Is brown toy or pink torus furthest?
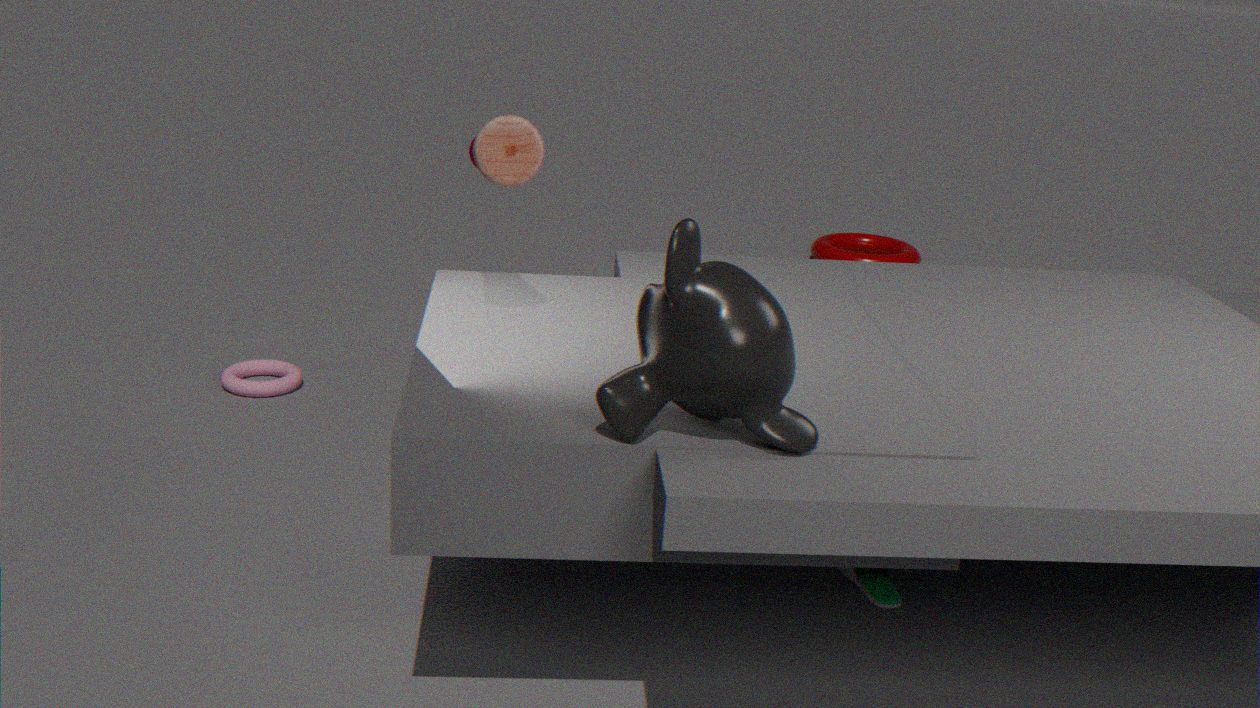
pink torus
